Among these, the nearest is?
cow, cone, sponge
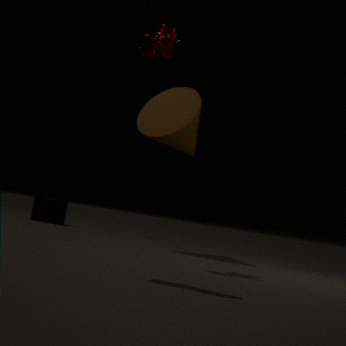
cow
